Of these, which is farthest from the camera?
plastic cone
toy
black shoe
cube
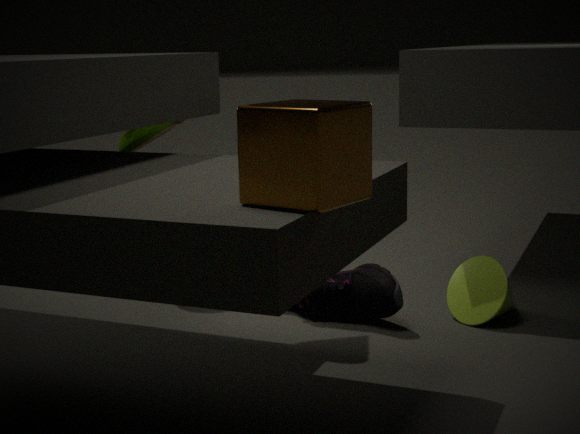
toy
